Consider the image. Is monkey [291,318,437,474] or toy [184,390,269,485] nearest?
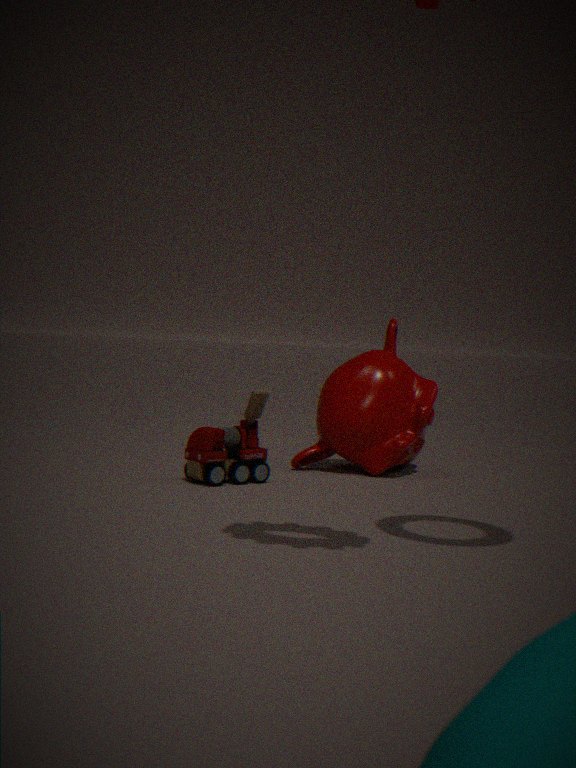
toy [184,390,269,485]
